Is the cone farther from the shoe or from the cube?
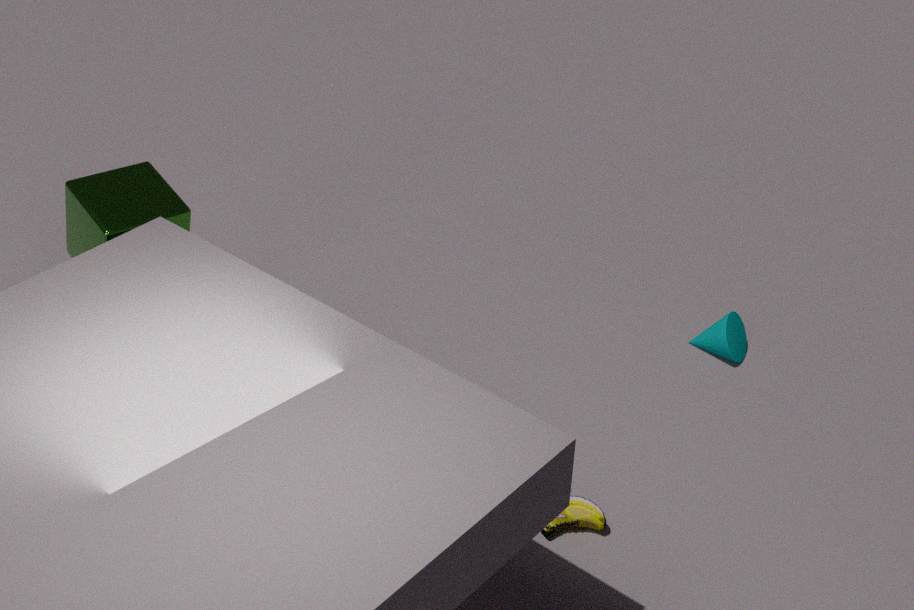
the cube
